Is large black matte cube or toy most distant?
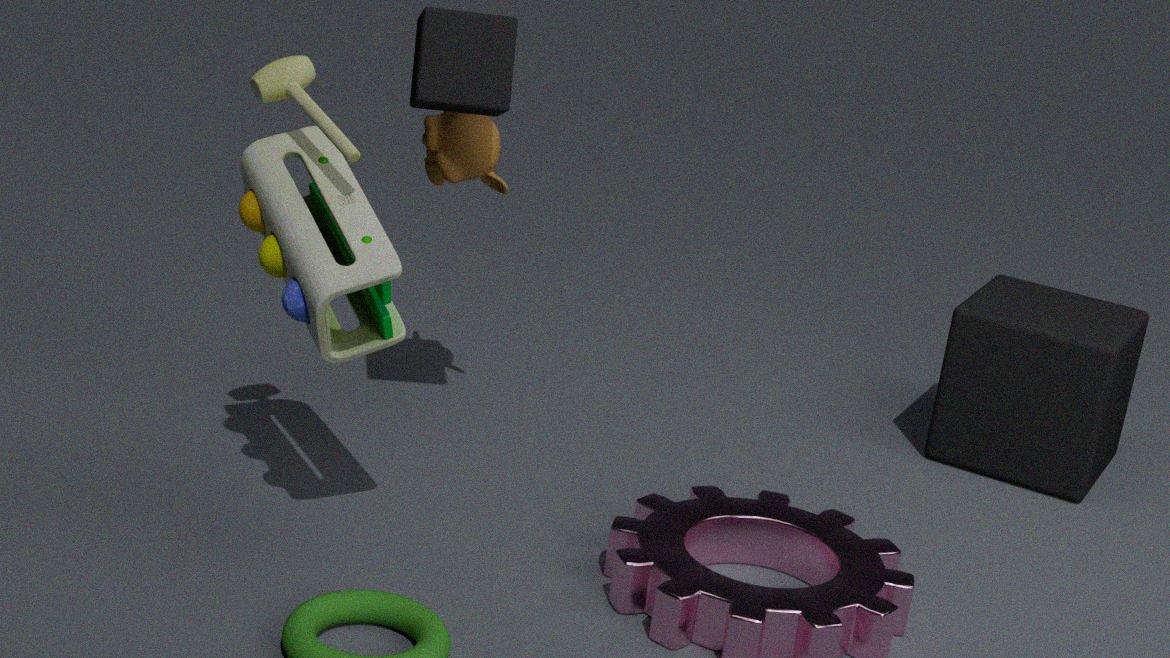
large black matte cube
